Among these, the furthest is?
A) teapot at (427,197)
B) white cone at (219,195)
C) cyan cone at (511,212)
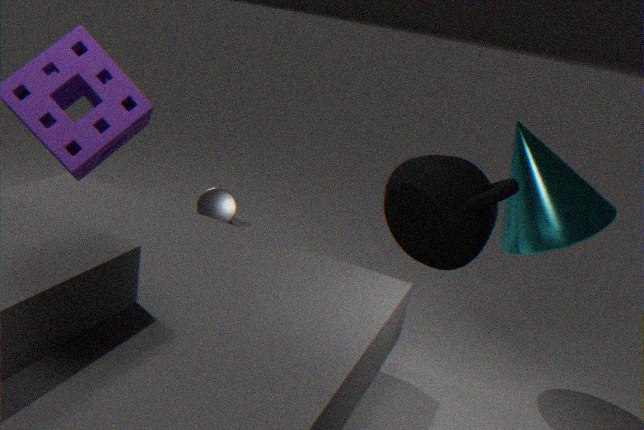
white cone at (219,195)
